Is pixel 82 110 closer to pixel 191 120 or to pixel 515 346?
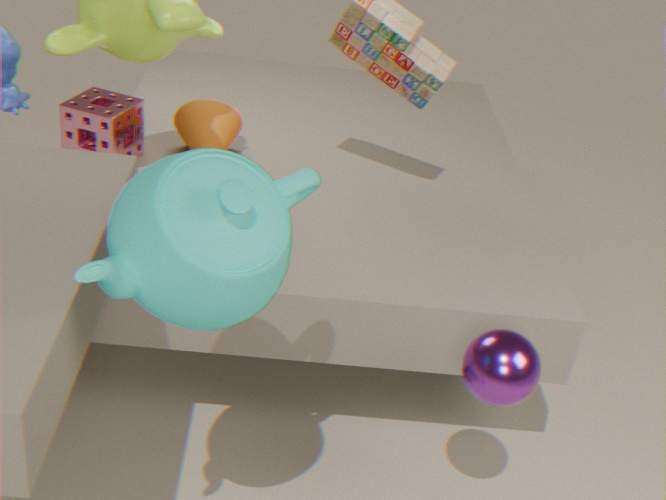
pixel 191 120
